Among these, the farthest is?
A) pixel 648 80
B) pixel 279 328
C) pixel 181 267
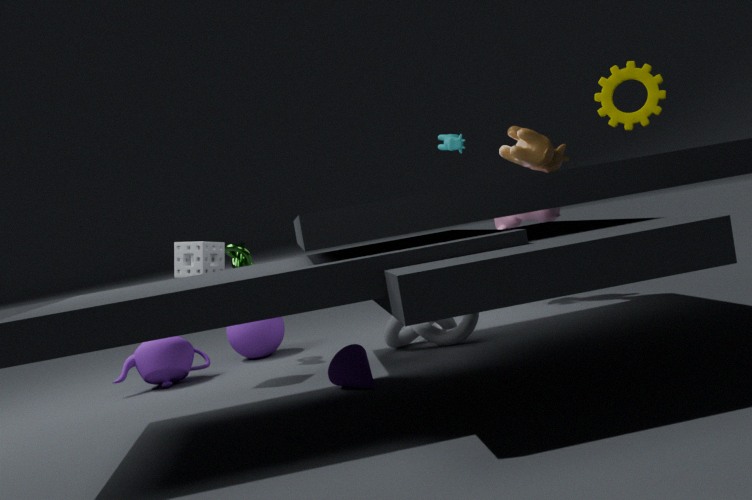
pixel 279 328
